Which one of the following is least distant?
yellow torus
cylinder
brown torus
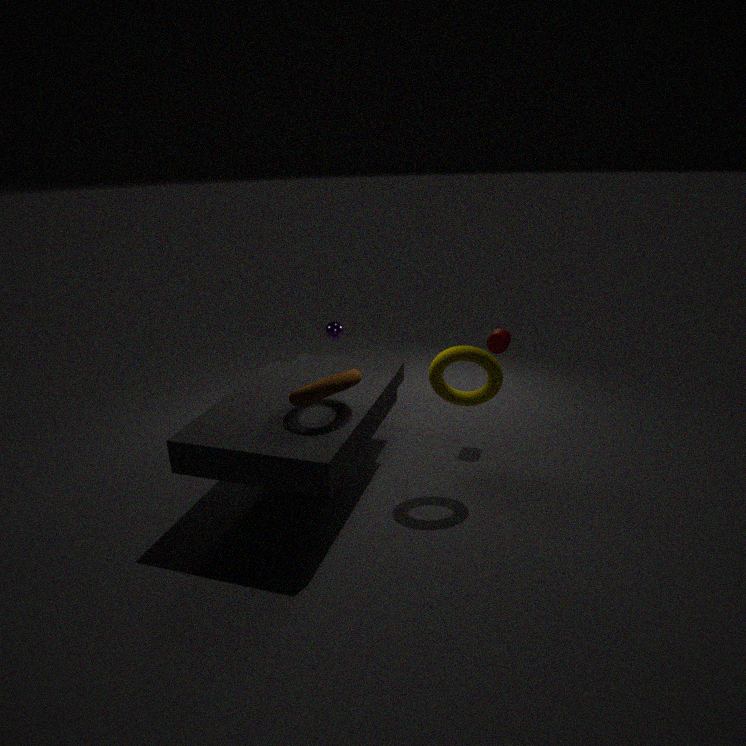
brown torus
